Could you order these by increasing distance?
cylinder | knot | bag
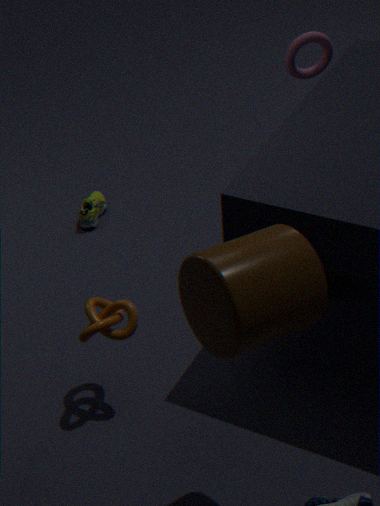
cylinder
knot
bag
